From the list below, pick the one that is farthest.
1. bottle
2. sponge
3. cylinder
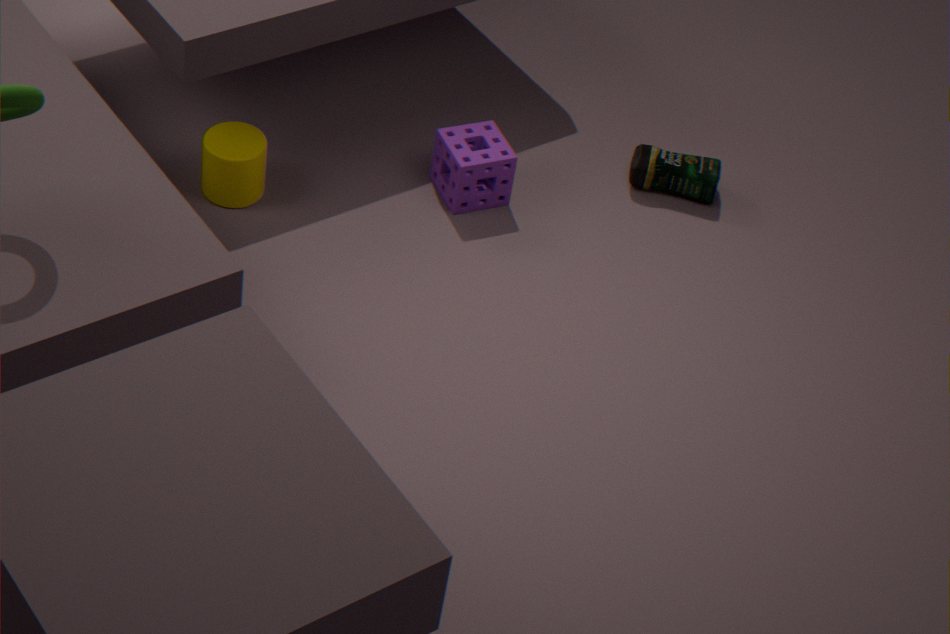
bottle
